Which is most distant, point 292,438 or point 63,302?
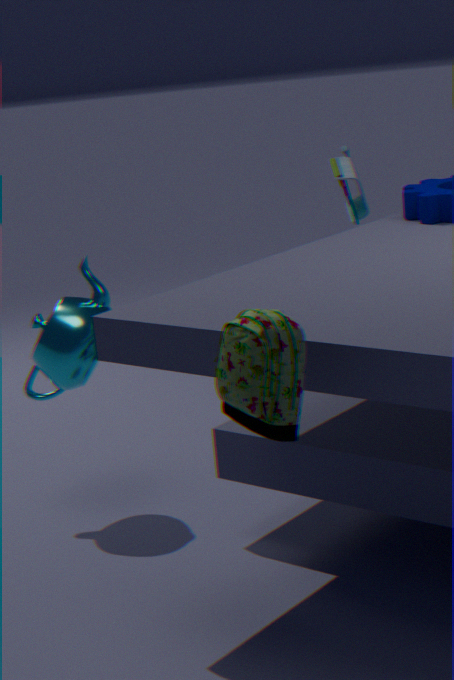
point 63,302
